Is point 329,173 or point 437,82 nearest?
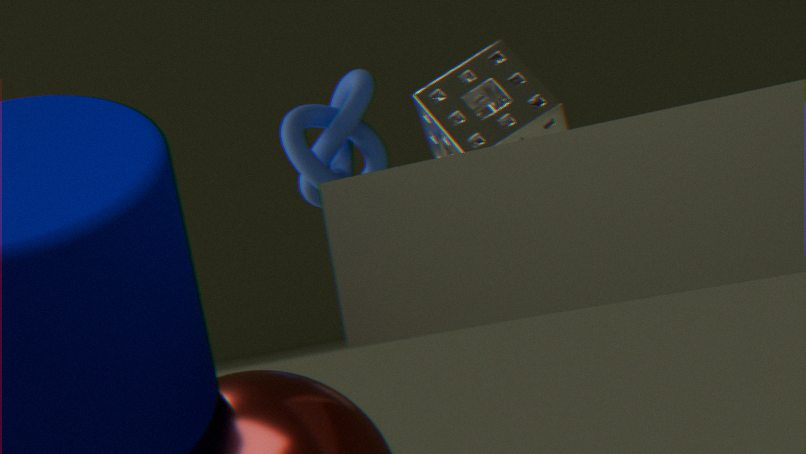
point 437,82
